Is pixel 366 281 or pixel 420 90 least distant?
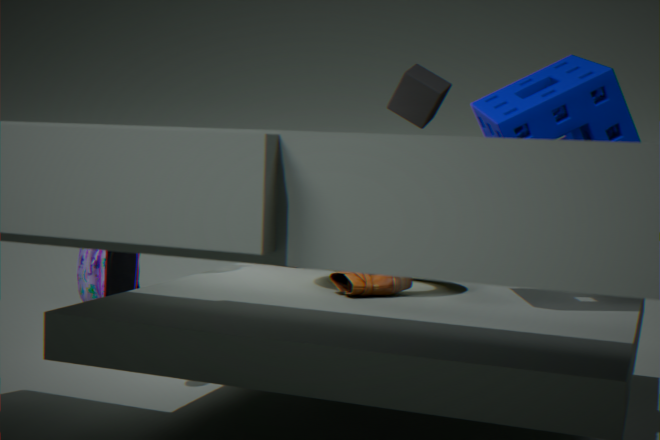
pixel 366 281
